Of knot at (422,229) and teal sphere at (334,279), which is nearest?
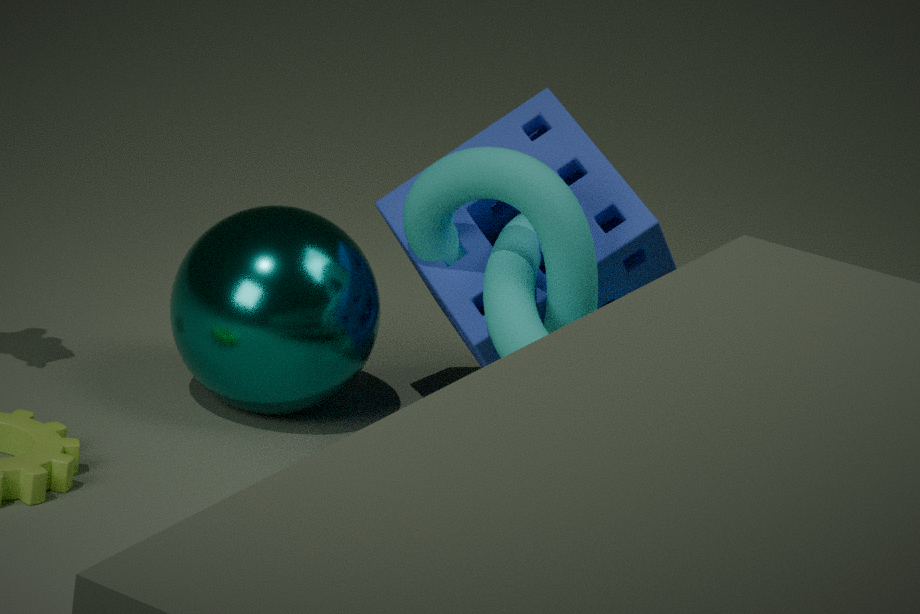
knot at (422,229)
